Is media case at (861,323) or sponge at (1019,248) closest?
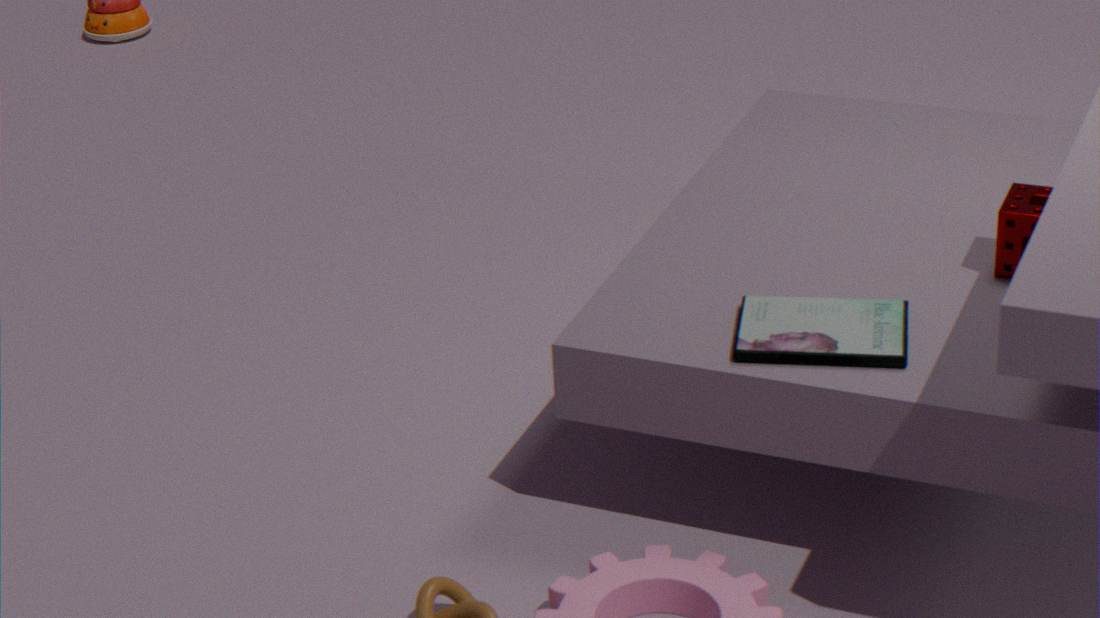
media case at (861,323)
